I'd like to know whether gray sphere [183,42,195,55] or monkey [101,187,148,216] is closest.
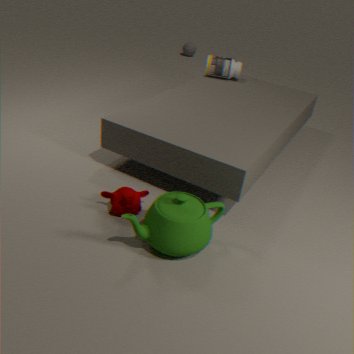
monkey [101,187,148,216]
